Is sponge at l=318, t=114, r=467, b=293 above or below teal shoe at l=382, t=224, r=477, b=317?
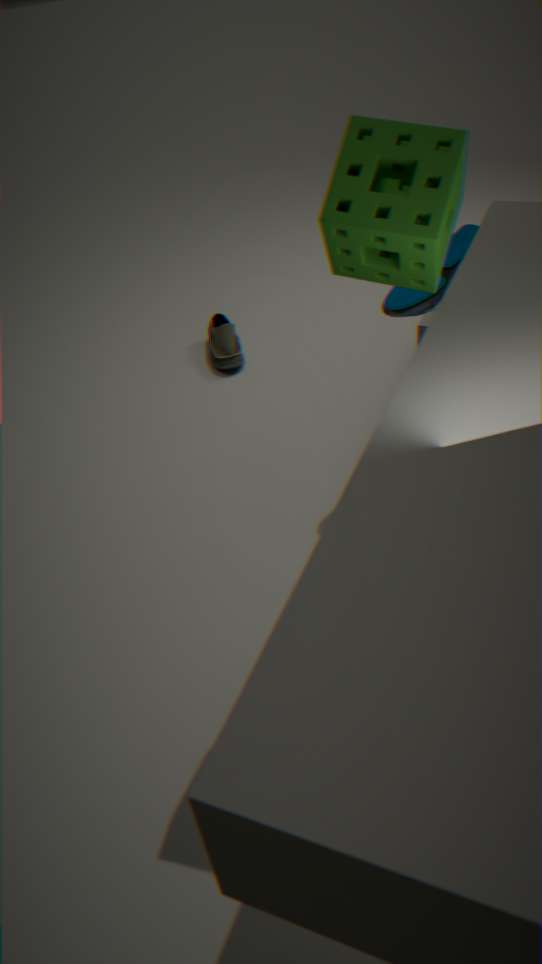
above
